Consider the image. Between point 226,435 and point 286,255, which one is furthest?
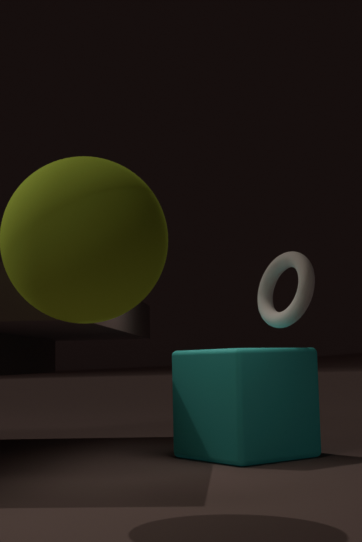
point 286,255
